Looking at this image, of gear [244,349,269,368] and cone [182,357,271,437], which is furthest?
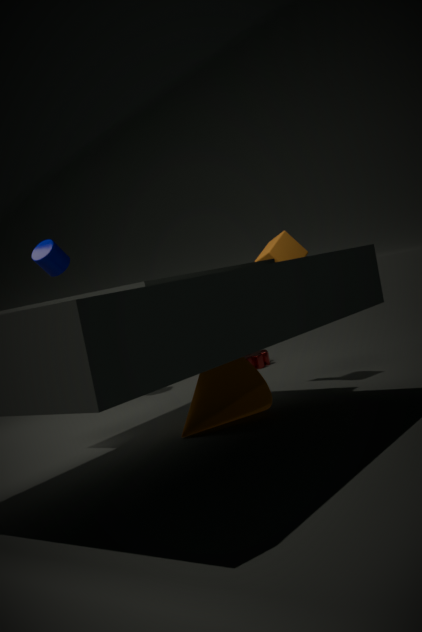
gear [244,349,269,368]
